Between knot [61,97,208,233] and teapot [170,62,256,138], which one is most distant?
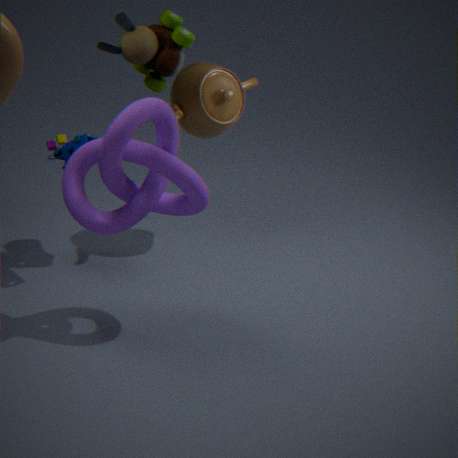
teapot [170,62,256,138]
